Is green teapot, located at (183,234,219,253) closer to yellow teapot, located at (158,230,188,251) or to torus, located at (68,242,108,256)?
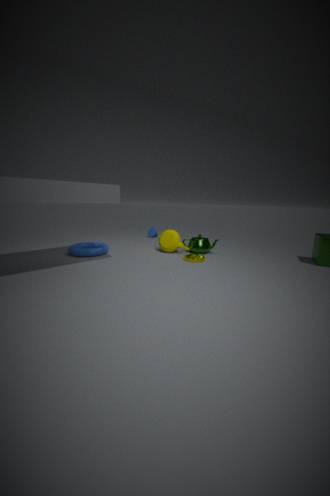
yellow teapot, located at (158,230,188,251)
